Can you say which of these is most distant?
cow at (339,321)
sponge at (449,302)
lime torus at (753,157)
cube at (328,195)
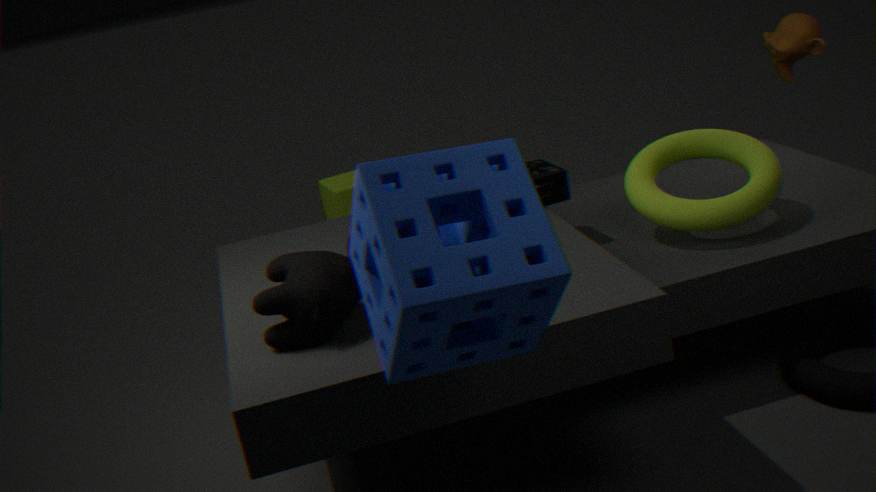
cube at (328,195)
